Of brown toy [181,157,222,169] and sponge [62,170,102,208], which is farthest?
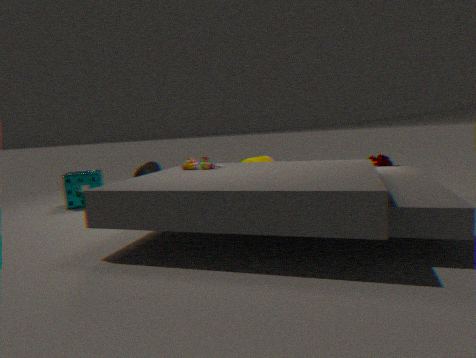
sponge [62,170,102,208]
